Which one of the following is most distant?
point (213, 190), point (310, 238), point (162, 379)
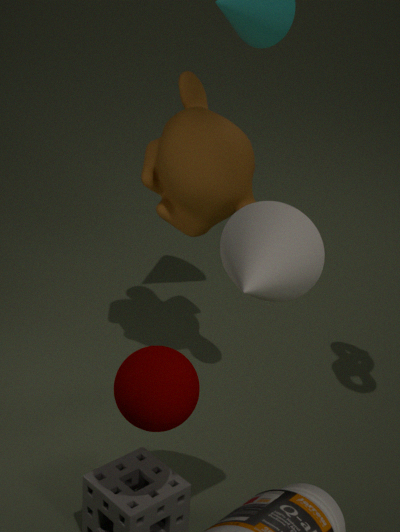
point (213, 190)
